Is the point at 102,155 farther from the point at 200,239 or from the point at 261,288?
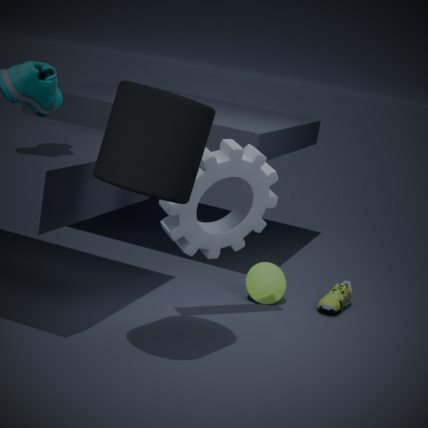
the point at 261,288
